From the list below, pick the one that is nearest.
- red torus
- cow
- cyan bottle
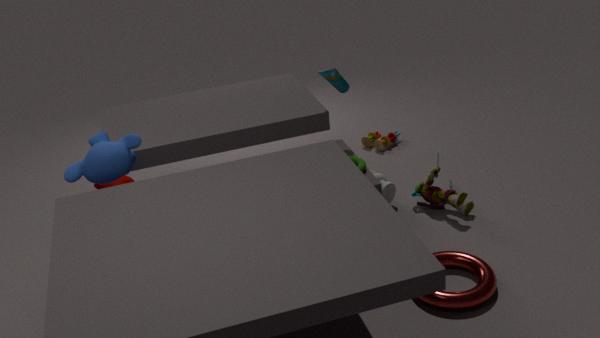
red torus
